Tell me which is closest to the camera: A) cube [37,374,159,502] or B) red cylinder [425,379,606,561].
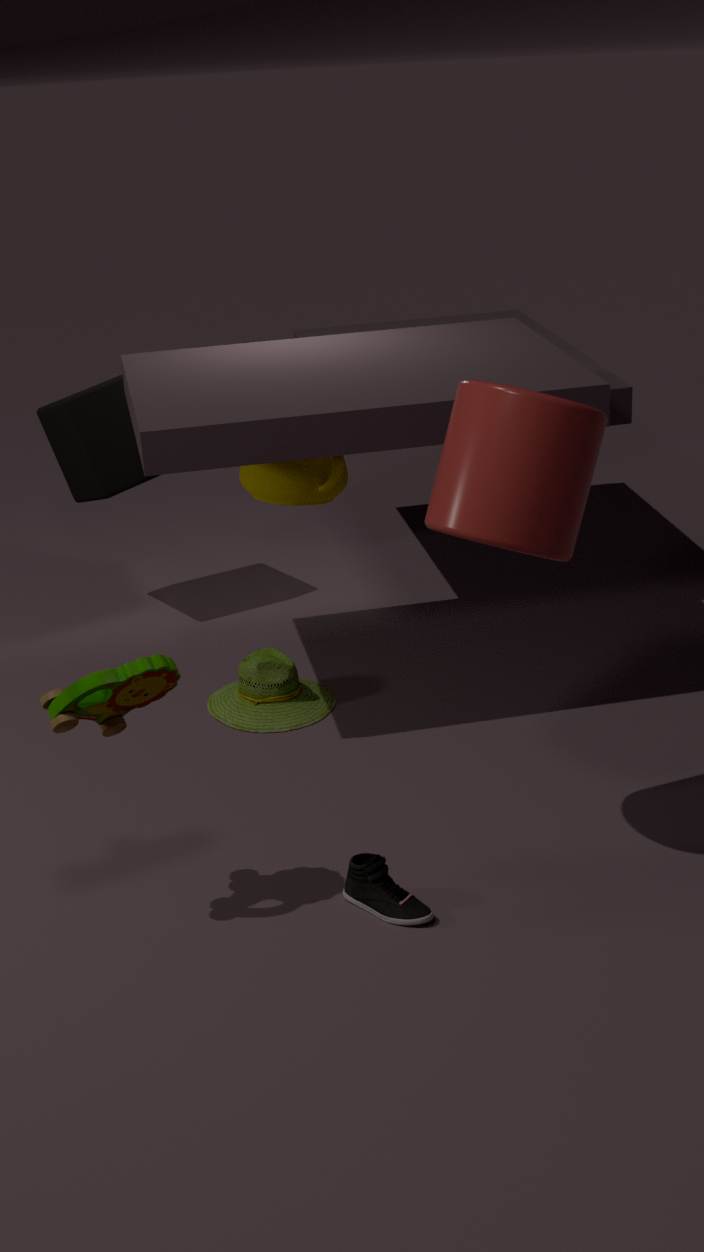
B. red cylinder [425,379,606,561]
